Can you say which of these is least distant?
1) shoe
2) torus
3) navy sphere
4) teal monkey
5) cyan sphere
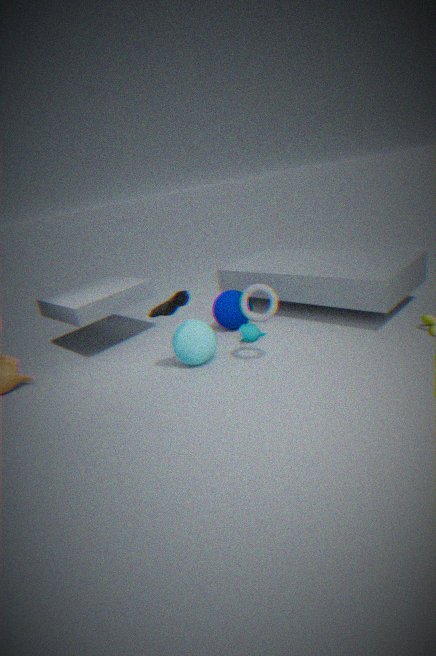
2. torus
